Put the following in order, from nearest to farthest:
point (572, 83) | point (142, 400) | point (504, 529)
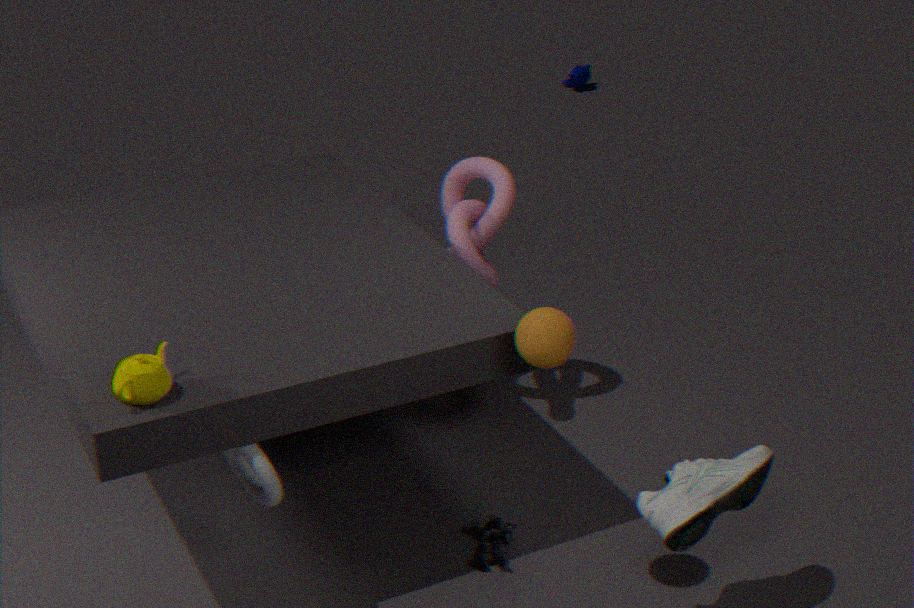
point (142, 400) → point (504, 529) → point (572, 83)
